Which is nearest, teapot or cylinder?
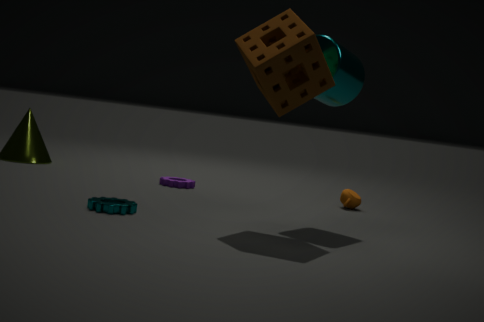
cylinder
